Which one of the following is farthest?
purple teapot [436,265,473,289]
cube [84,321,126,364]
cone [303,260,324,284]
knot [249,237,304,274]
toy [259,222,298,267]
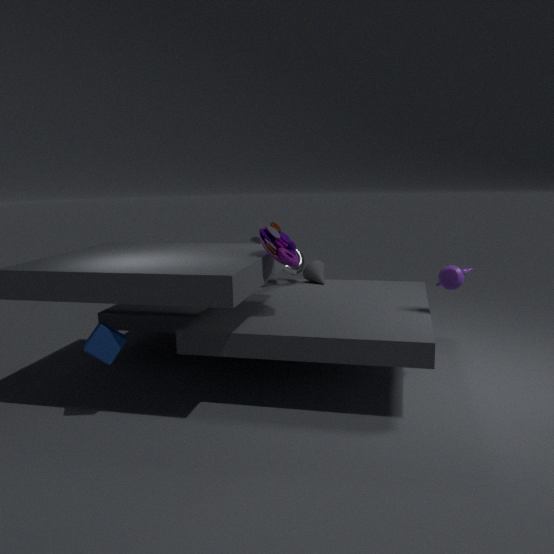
cone [303,260,324,284]
